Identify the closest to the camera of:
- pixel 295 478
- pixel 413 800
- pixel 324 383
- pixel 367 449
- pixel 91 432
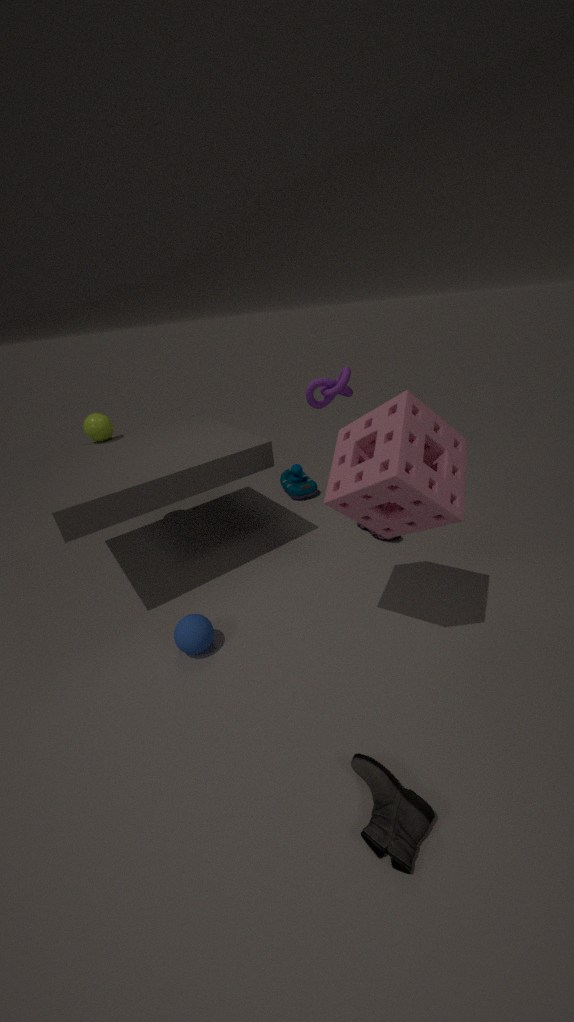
pixel 413 800
